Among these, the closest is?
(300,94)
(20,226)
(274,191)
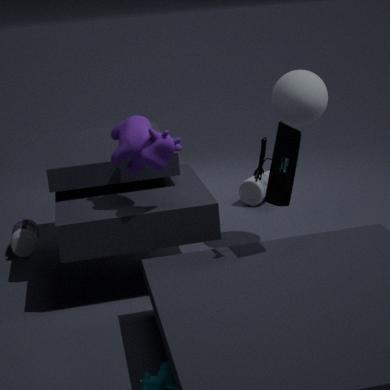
(274,191)
